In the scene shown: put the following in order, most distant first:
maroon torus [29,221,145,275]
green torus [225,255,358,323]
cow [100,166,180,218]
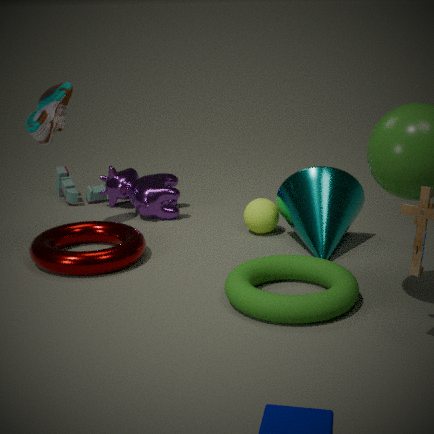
cow [100,166,180,218] → maroon torus [29,221,145,275] → green torus [225,255,358,323]
